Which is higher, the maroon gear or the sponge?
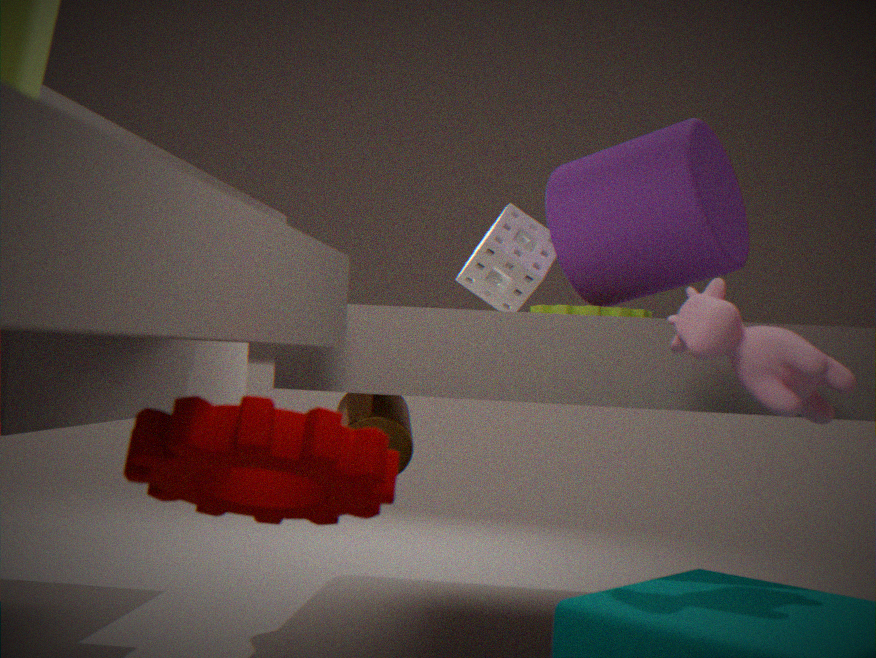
the sponge
